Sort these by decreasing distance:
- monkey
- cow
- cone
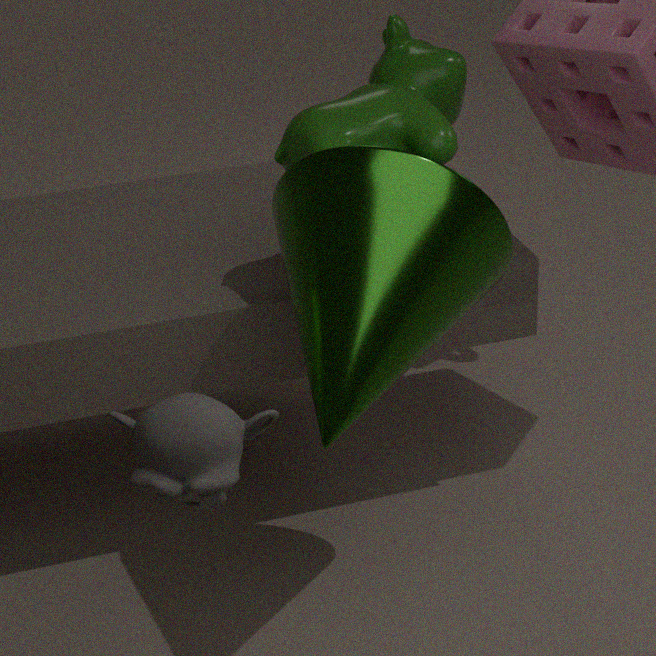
cow, cone, monkey
